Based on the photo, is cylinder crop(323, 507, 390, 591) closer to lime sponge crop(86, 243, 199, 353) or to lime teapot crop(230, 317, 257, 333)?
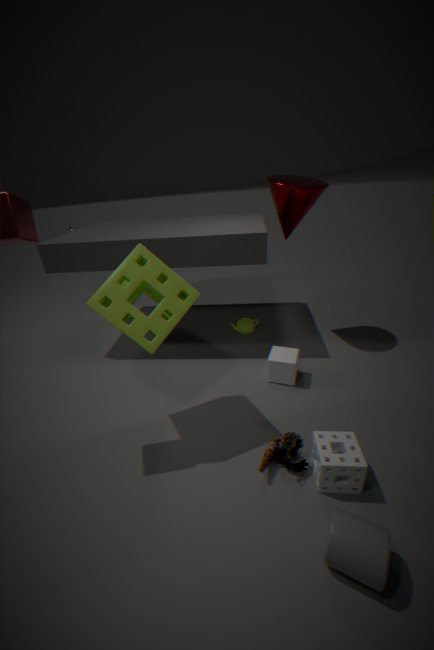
lime sponge crop(86, 243, 199, 353)
